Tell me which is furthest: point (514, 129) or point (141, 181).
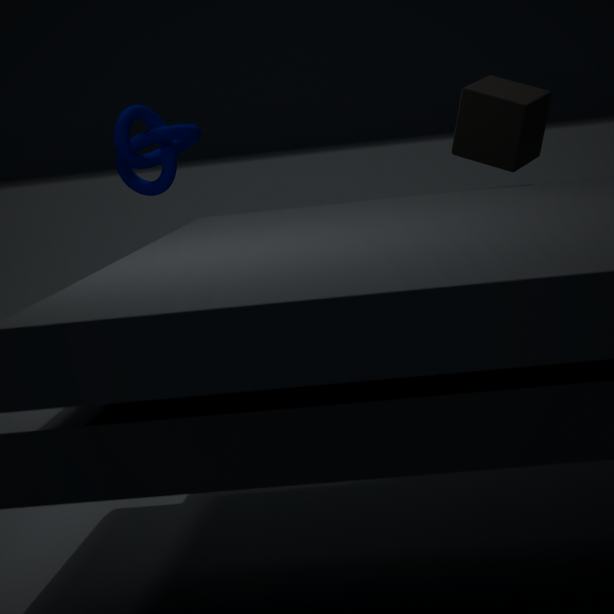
point (141, 181)
